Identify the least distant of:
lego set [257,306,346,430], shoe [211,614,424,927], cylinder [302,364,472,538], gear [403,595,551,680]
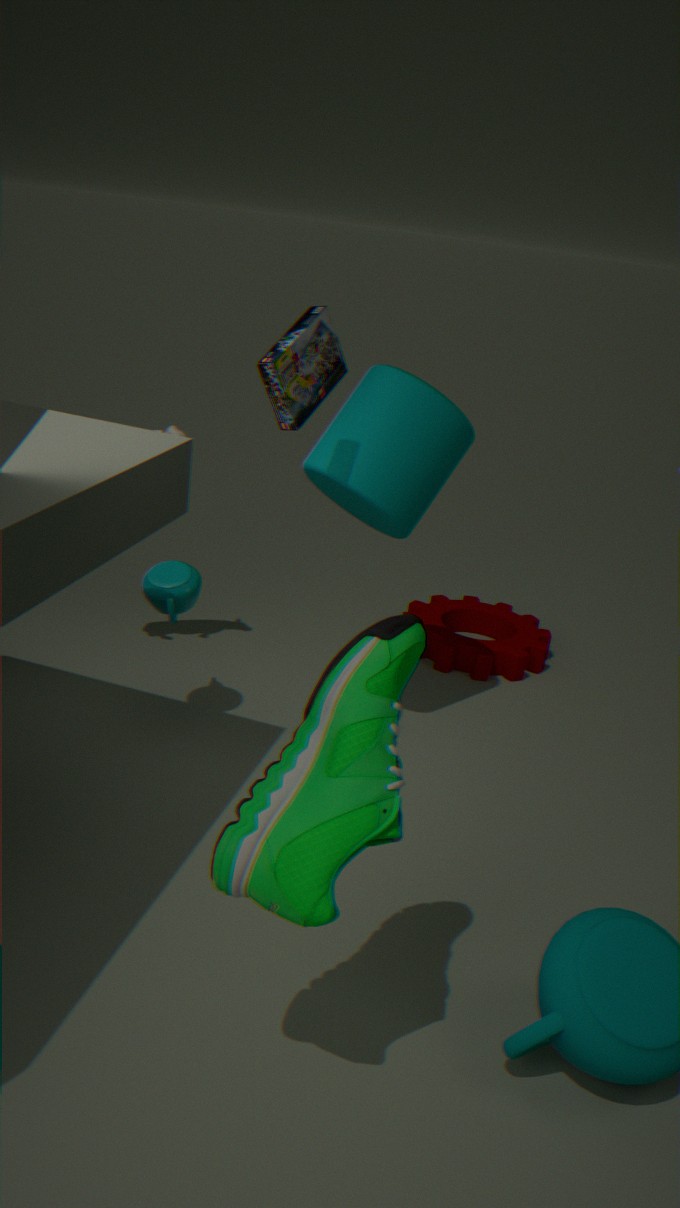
shoe [211,614,424,927]
